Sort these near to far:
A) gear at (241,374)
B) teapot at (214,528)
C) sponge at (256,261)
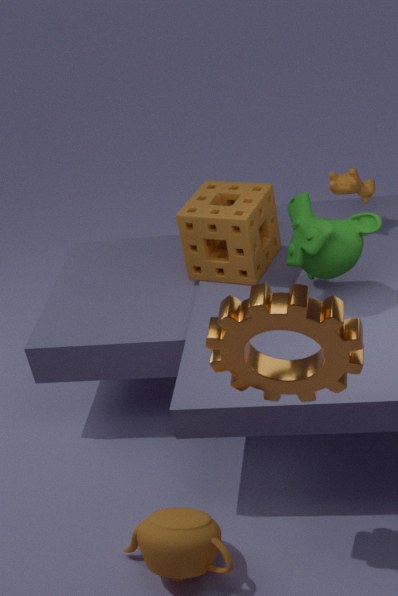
1. gear at (241,374)
2. teapot at (214,528)
3. sponge at (256,261)
